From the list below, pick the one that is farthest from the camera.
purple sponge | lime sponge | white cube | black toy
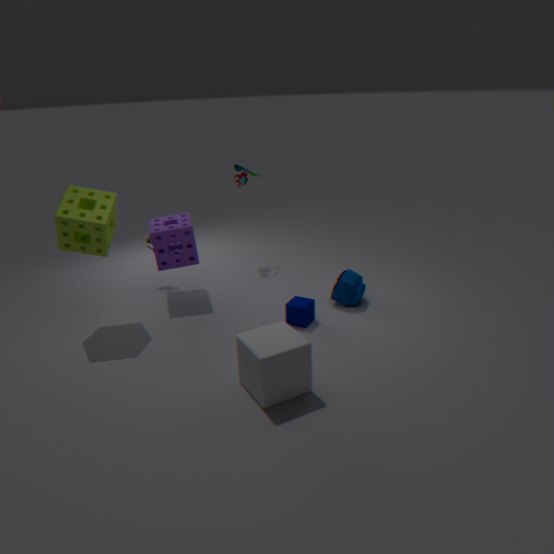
black toy
